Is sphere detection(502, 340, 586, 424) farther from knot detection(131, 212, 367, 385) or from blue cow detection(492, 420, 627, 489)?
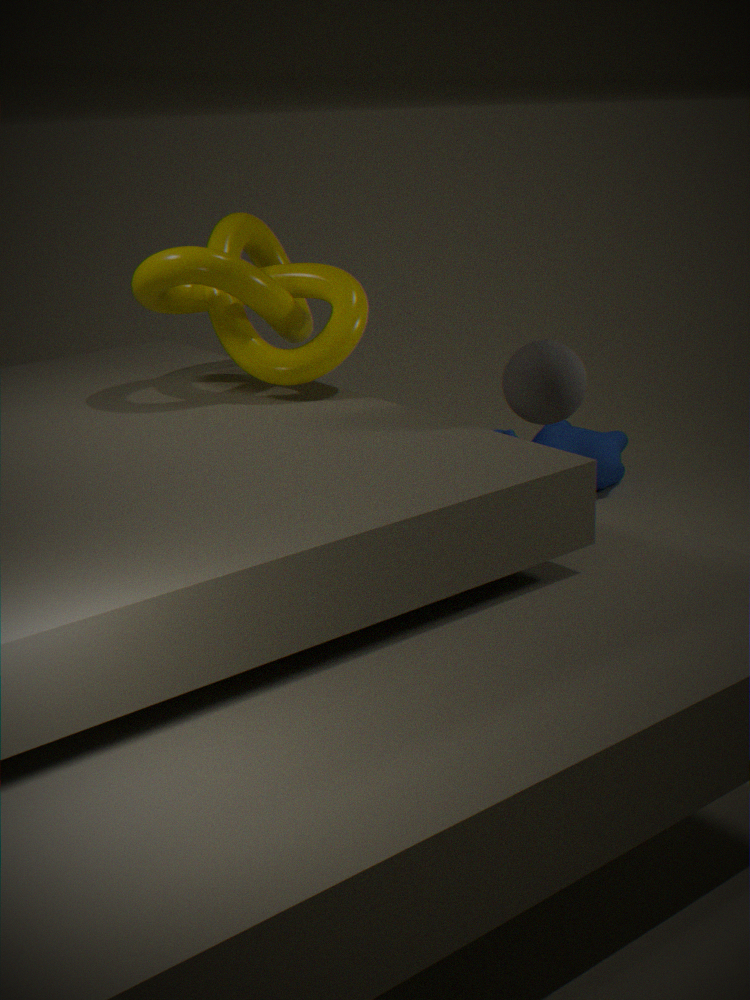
blue cow detection(492, 420, 627, 489)
